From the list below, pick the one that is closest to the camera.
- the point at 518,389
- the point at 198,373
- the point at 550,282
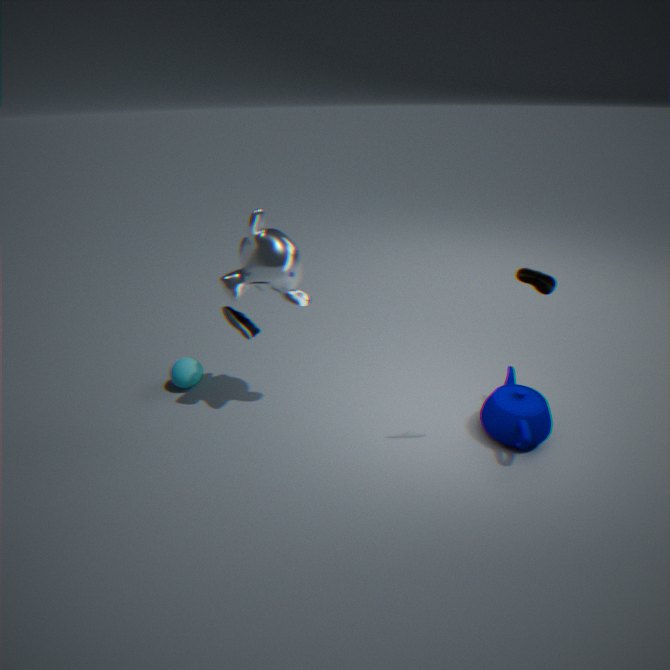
the point at 550,282
